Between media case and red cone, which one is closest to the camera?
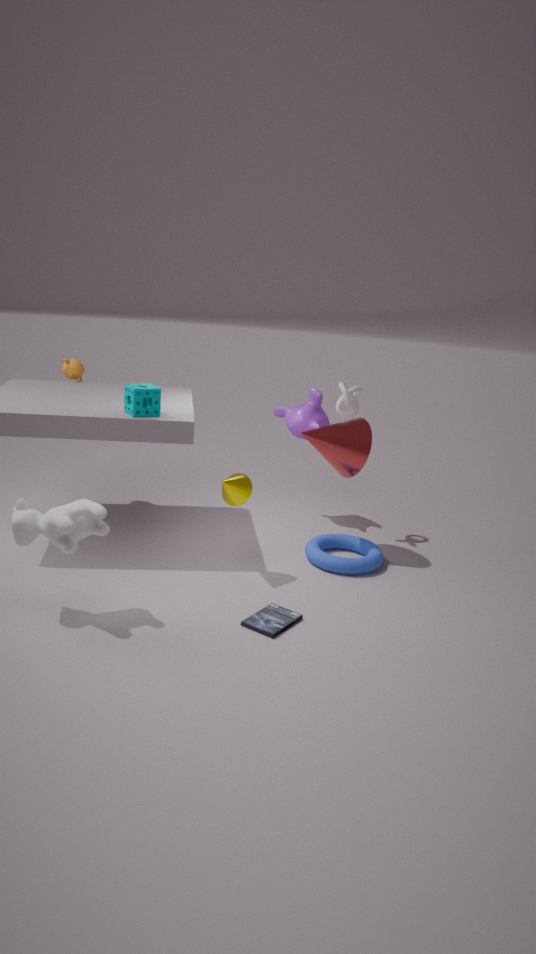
media case
